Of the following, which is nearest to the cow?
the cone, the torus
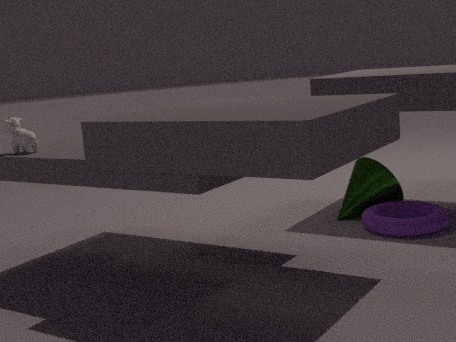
the cone
